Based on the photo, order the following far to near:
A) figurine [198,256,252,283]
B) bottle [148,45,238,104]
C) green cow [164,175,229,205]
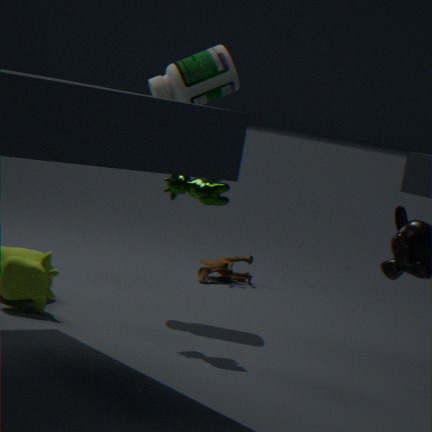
figurine [198,256,252,283] < bottle [148,45,238,104] < green cow [164,175,229,205]
